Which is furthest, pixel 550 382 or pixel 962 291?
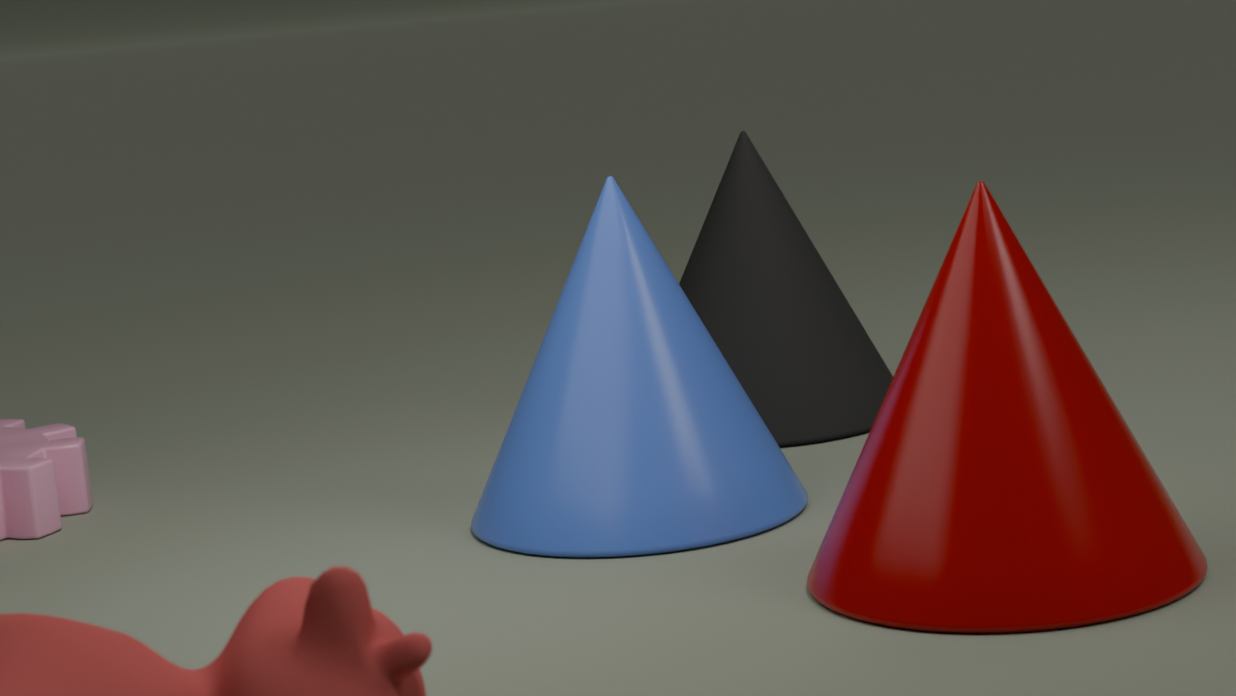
pixel 550 382
